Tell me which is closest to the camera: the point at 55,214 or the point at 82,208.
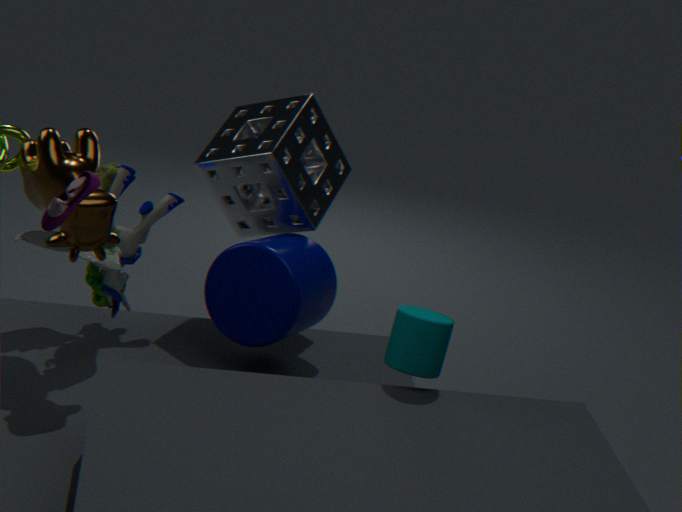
the point at 55,214
